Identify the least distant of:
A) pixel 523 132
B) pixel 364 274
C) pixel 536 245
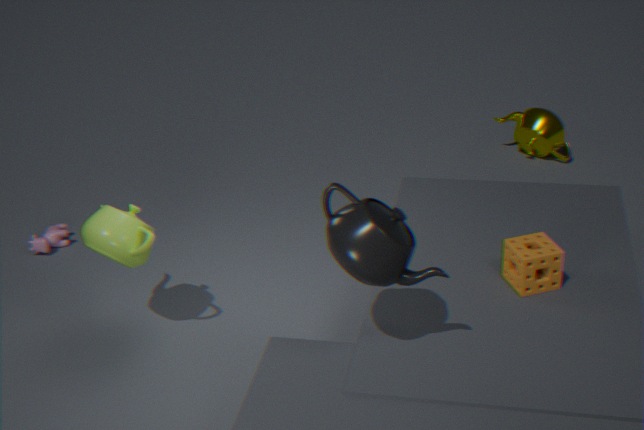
pixel 364 274
